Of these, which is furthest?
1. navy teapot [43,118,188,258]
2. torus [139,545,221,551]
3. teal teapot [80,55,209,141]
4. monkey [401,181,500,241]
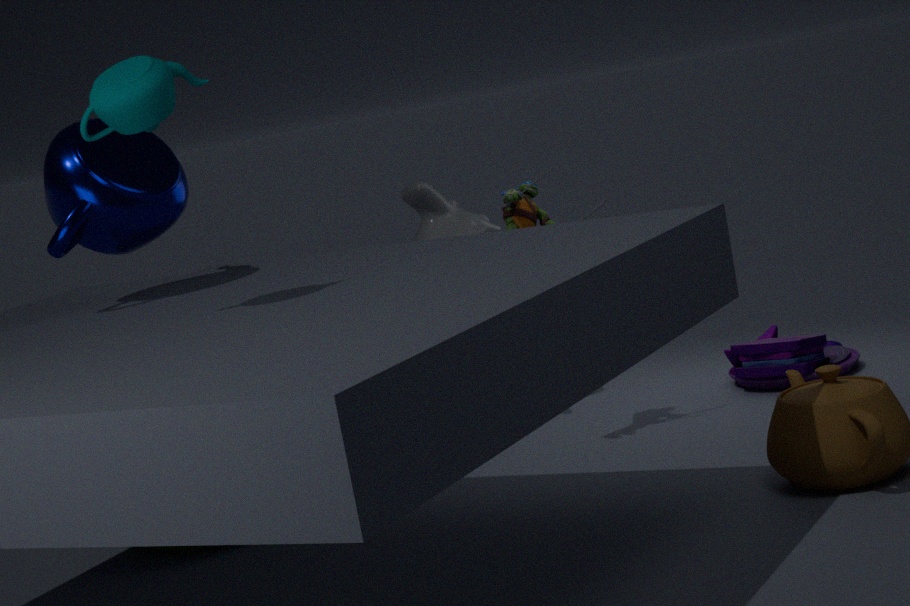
monkey [401,181,500,241]
